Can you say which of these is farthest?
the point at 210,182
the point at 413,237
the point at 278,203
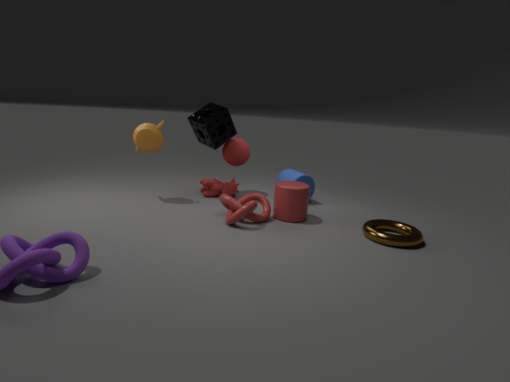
the point at 210,182
